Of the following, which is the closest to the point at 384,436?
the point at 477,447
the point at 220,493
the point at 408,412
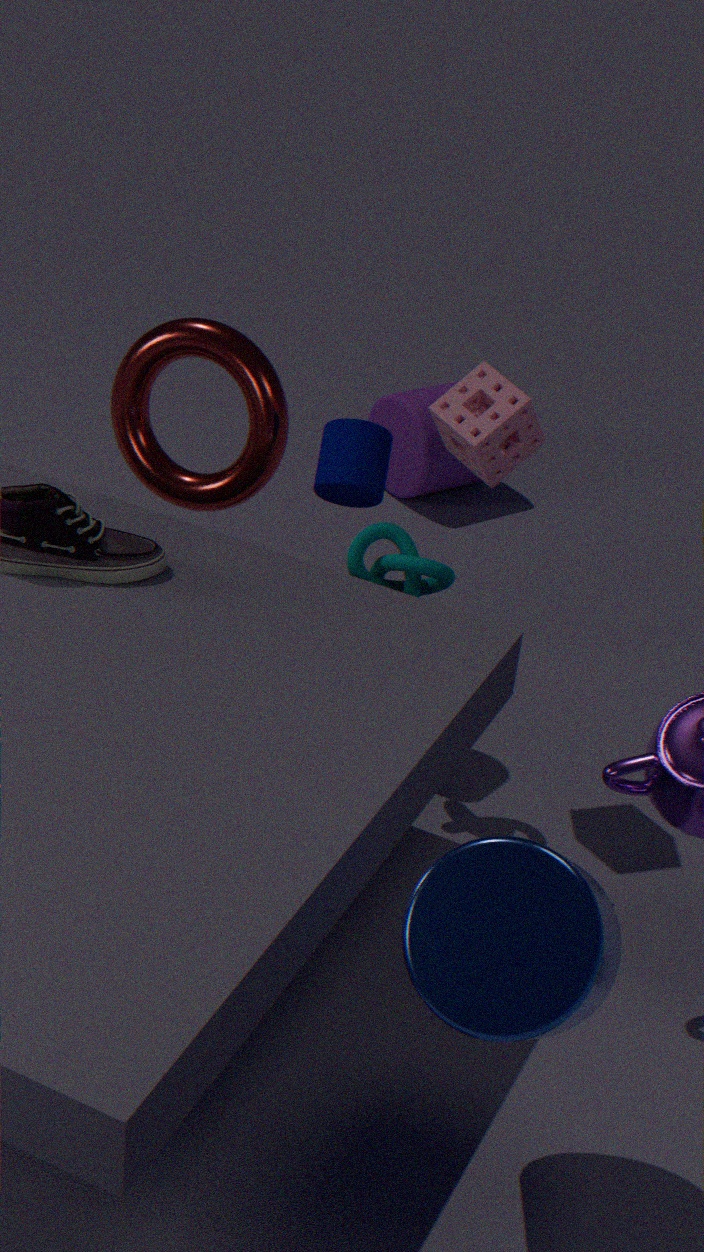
the point at 477,447
